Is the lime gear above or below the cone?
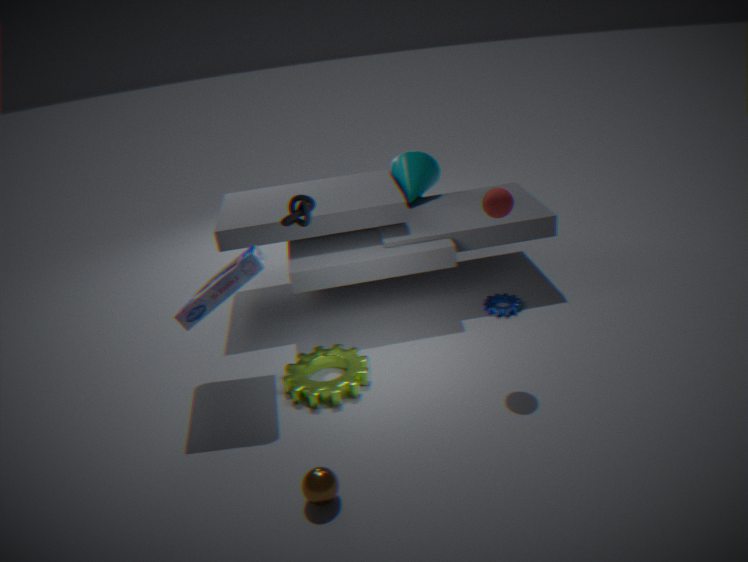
below
